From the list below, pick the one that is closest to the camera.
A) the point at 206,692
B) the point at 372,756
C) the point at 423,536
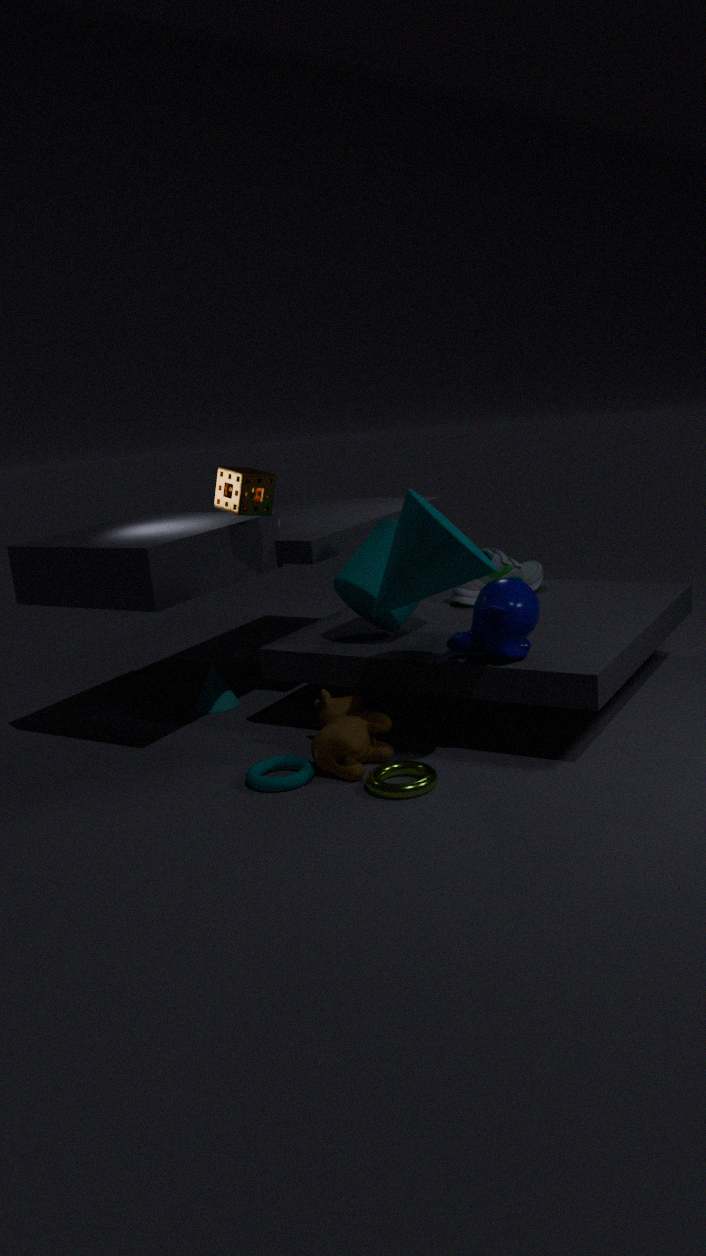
the point at 423,536
